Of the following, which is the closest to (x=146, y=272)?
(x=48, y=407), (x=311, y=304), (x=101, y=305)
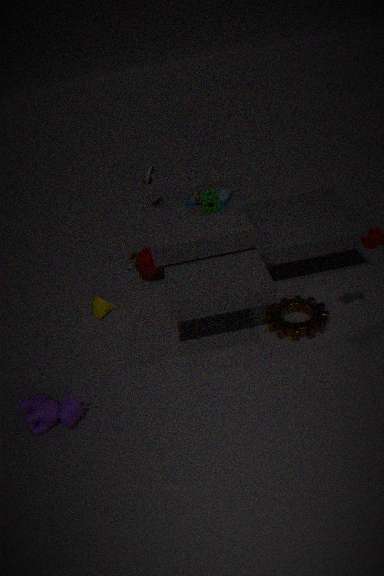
(x=101, y=305)
